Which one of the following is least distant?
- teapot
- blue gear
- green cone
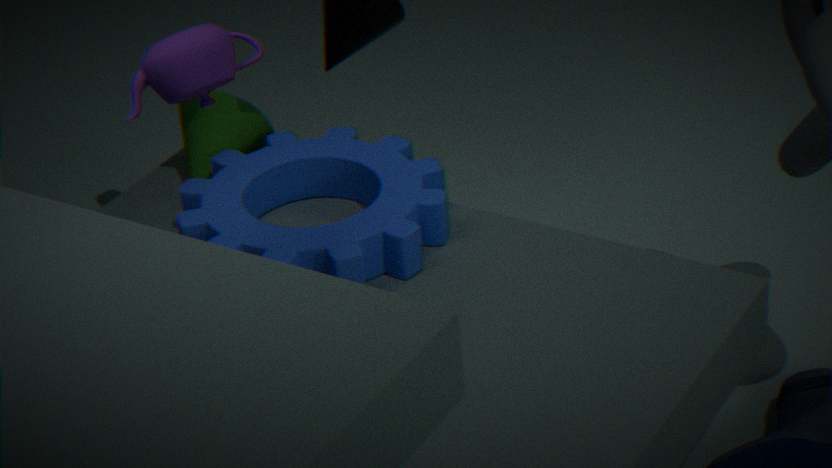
teapot
